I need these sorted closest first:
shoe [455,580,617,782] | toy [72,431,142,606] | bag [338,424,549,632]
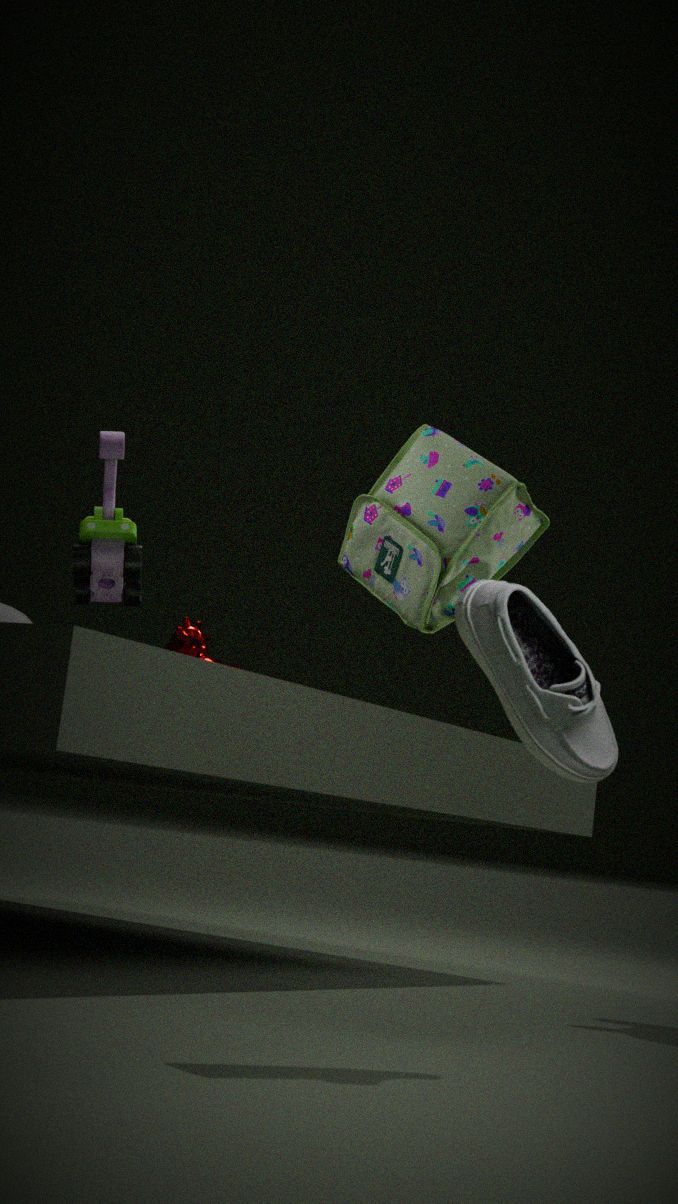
1. shoe [455,580,617,782]
2. toy [72,431,142,606]
3. bag [338,424,549,632]
